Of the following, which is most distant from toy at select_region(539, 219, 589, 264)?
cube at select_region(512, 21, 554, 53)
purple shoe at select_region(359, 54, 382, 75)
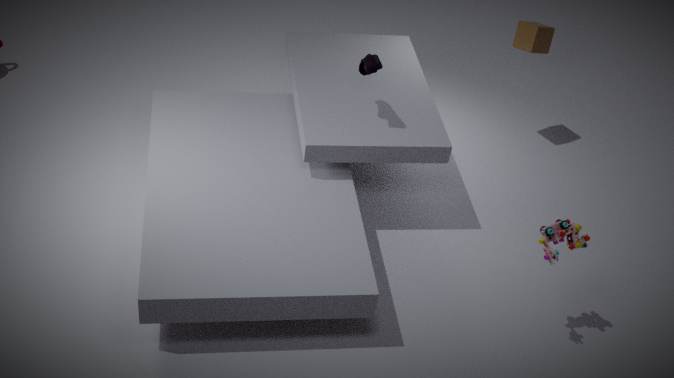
cube at select_region(512, 21, 554, 53)
